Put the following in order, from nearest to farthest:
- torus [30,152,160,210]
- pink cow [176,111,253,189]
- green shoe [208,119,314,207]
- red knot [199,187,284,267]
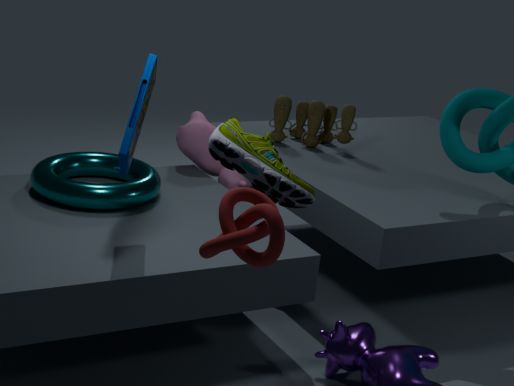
1. red knot [199,187,284,267]
2. green shoe [208,119,314,207]
3. torus [30,152,160,210]
4. pink cow [176,111,253,189]
